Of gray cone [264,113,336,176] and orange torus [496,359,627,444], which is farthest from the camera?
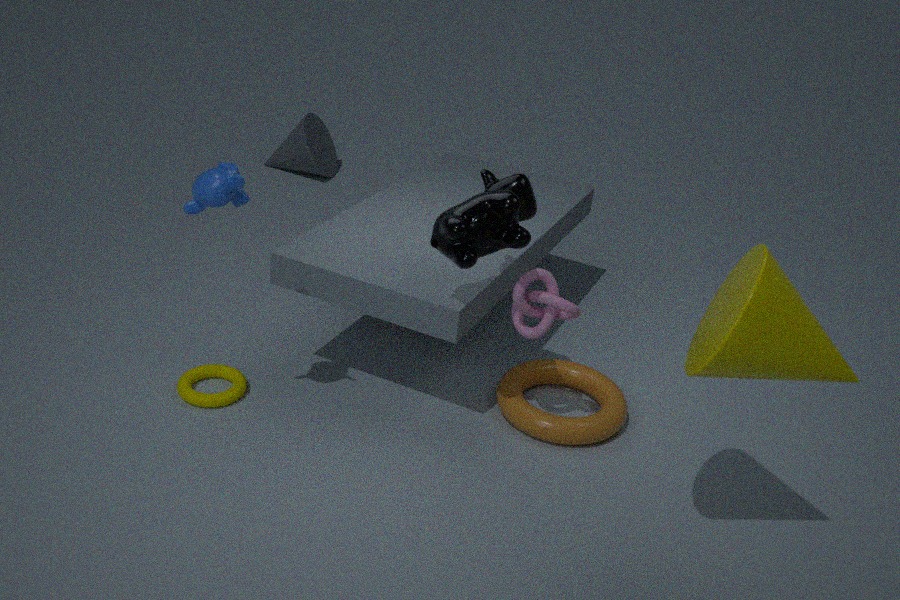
gray cone [264,113,336,176]
